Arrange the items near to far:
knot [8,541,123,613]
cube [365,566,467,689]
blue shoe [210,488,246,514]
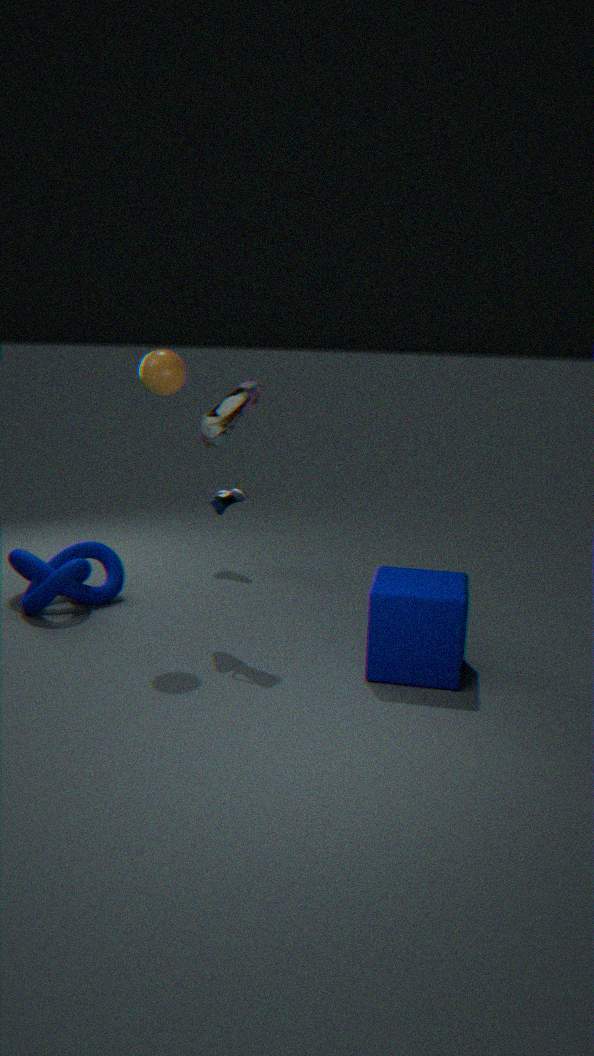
cube [365,566,467,689] → knot [8,541,123,613] → blue shoe [210,488,246,514]
